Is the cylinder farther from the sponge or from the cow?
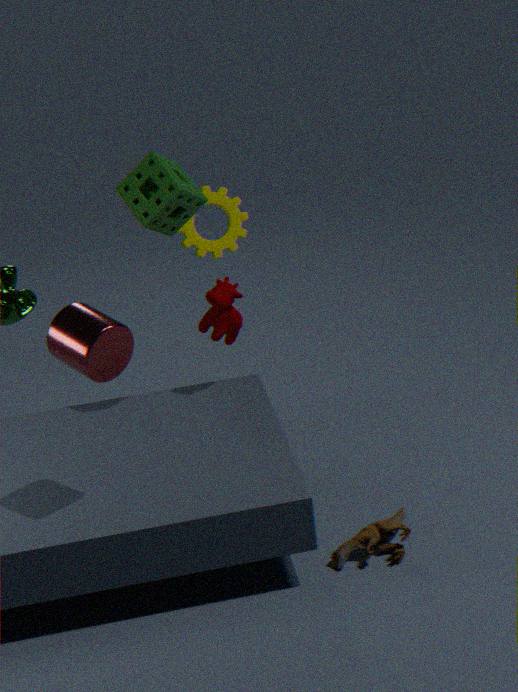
the cow
